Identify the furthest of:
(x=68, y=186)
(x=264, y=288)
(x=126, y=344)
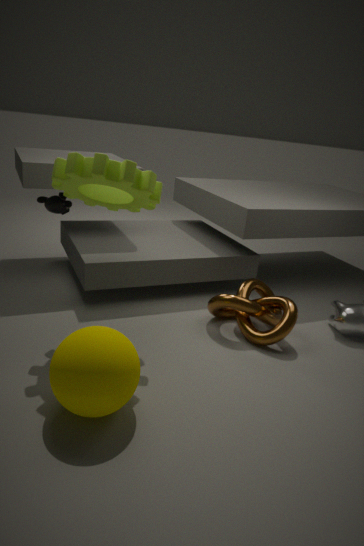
(x=264, y=288)
